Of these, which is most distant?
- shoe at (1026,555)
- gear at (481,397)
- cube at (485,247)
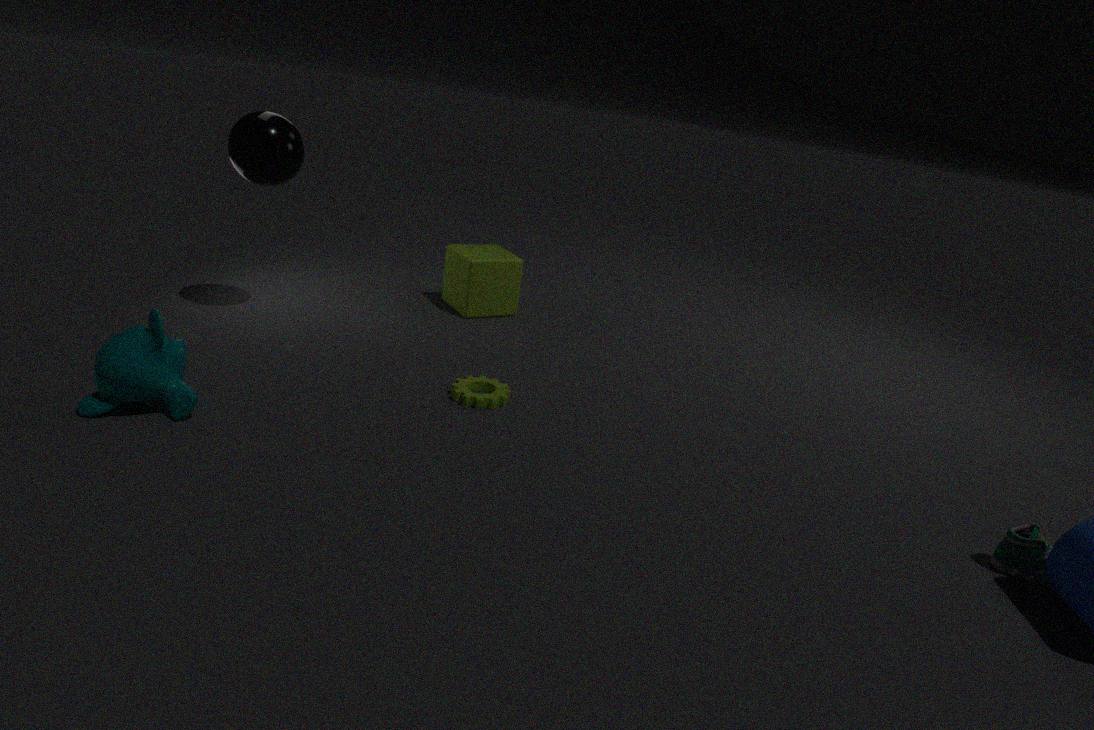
cube at (485,247)
